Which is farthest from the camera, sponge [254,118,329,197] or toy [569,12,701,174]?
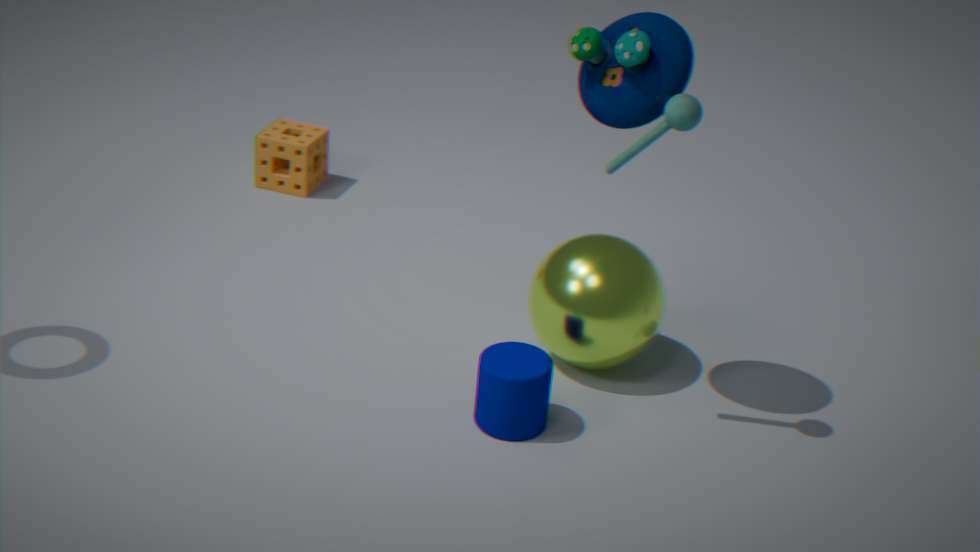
sponge [254,118,329,197]
